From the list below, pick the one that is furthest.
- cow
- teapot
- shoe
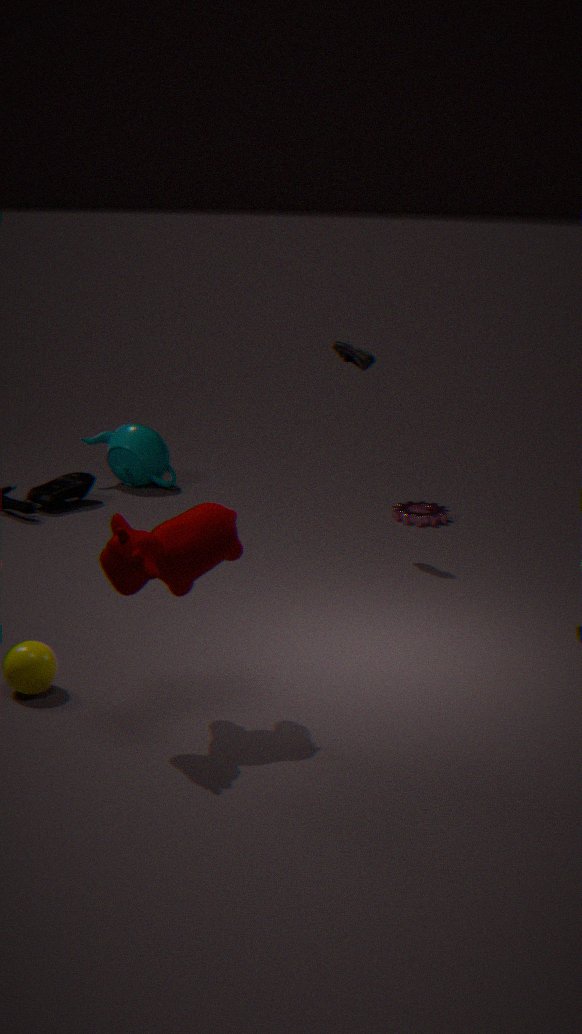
teapot
